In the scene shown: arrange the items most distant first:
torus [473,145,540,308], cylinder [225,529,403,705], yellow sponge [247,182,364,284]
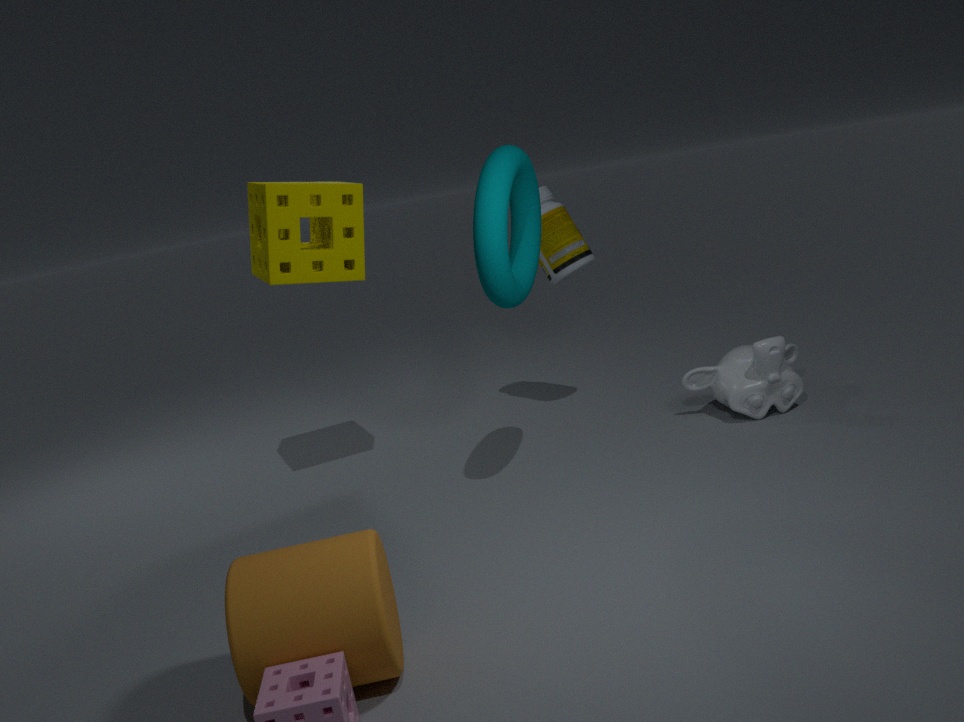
yellow sponge [247,182,364,284], torus [473,145,540,308], cylinder [225,529,403,705]
